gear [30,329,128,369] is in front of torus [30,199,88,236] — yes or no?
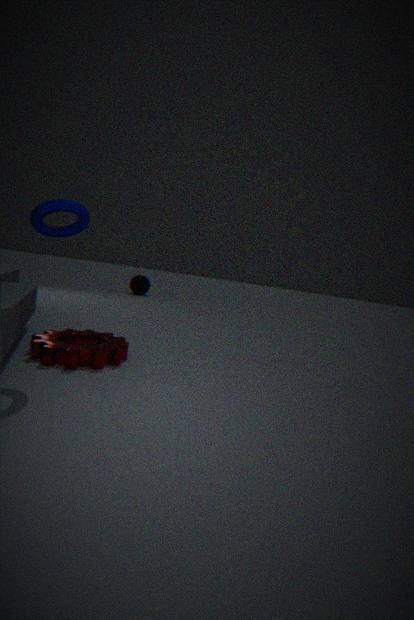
No
